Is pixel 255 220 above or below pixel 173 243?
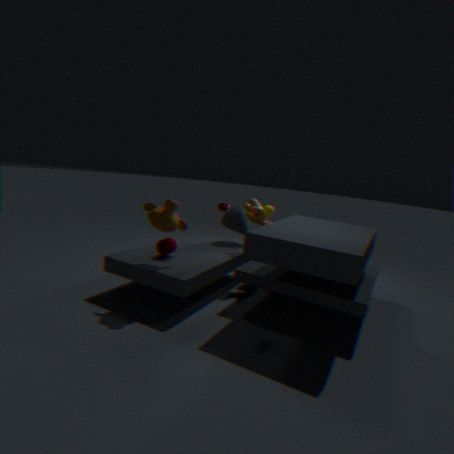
above
